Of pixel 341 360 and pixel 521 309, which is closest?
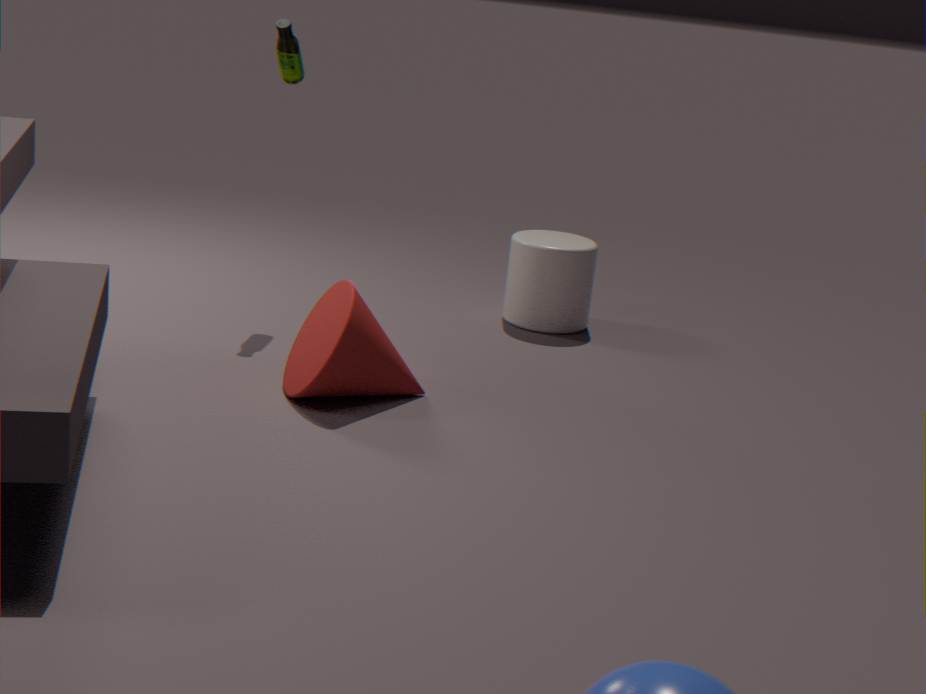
pixel 341 360
